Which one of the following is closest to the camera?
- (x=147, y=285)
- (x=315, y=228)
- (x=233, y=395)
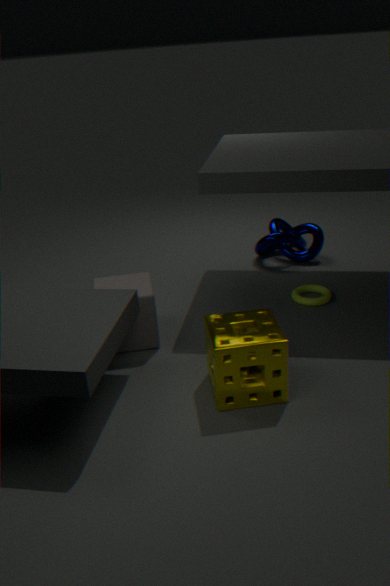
(x=233, y=395)
